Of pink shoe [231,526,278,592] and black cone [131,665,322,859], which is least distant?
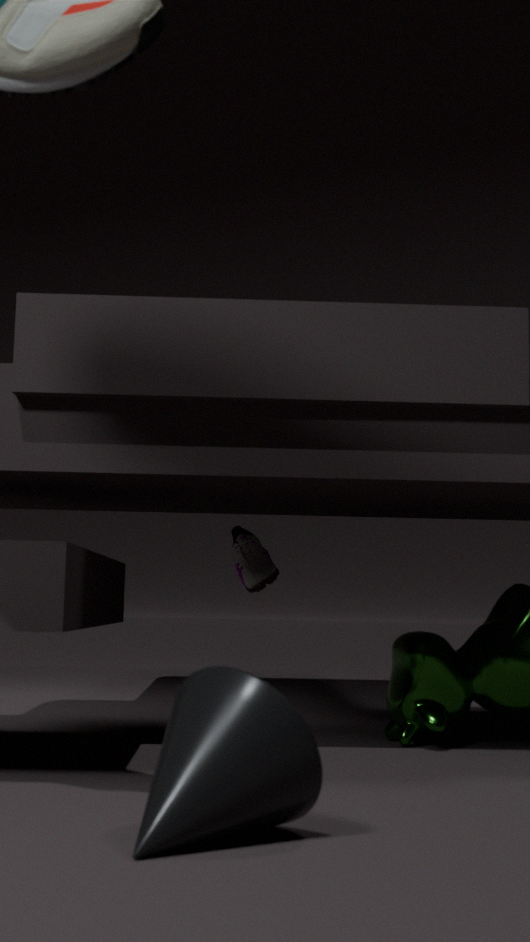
black cone [131,665,322,859]
